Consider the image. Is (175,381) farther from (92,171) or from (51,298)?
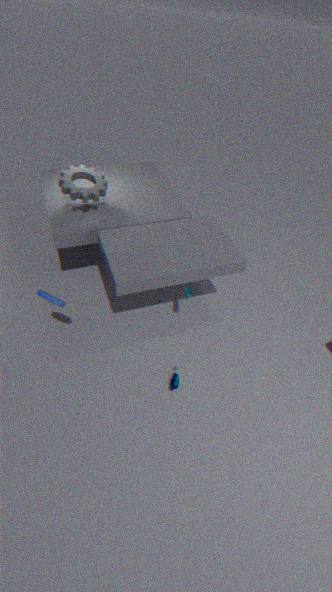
(92,171)
